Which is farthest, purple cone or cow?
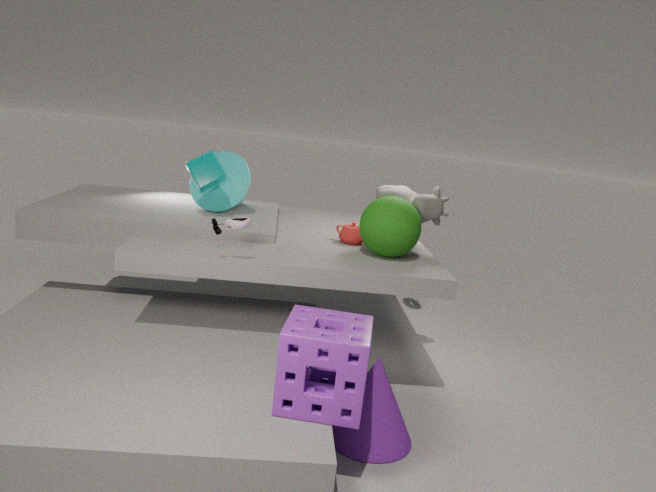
cow
